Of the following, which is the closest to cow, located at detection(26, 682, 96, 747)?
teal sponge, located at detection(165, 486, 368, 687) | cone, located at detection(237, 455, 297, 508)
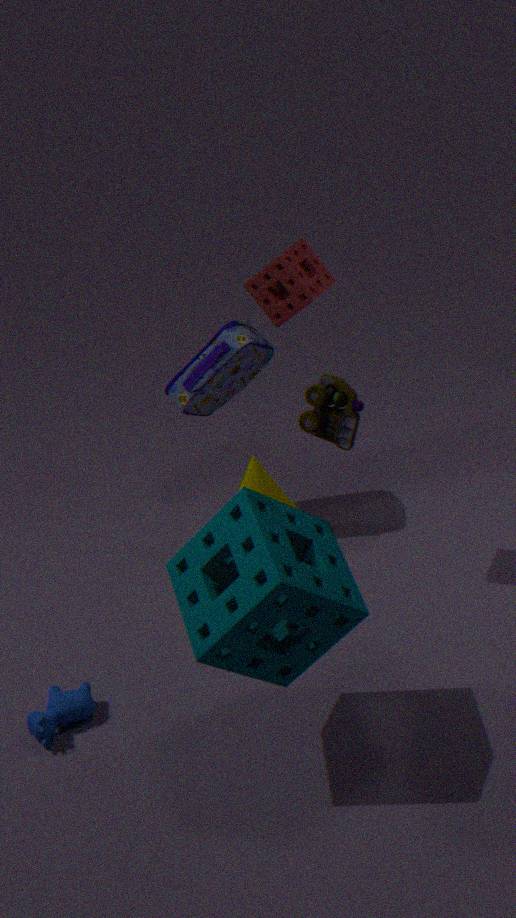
teal sponge, located at detection(165, 486, 368, 687)
